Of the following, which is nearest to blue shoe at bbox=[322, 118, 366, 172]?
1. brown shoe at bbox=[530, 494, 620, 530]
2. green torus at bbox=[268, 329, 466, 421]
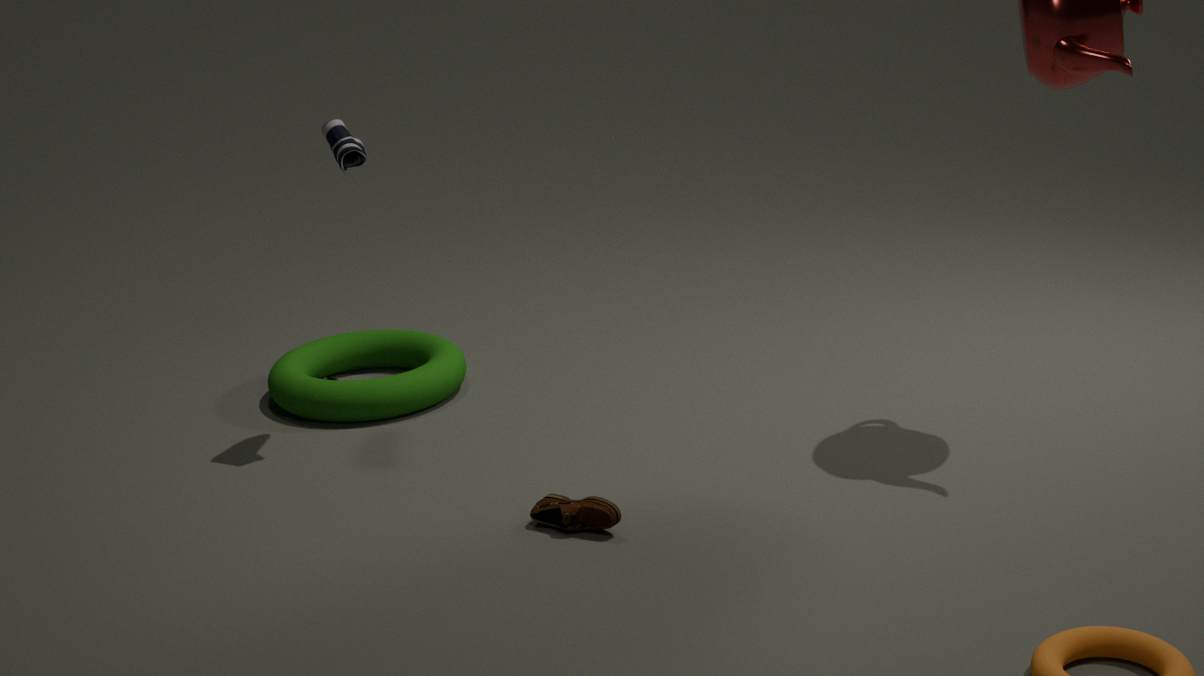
green torus at bbox=[268, 329, 466, 421]
